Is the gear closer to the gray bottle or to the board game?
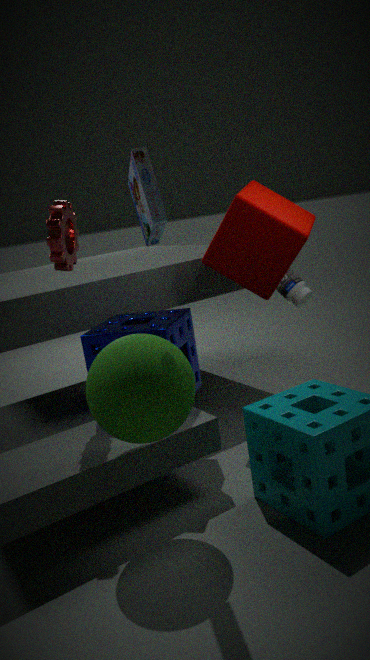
the board game
